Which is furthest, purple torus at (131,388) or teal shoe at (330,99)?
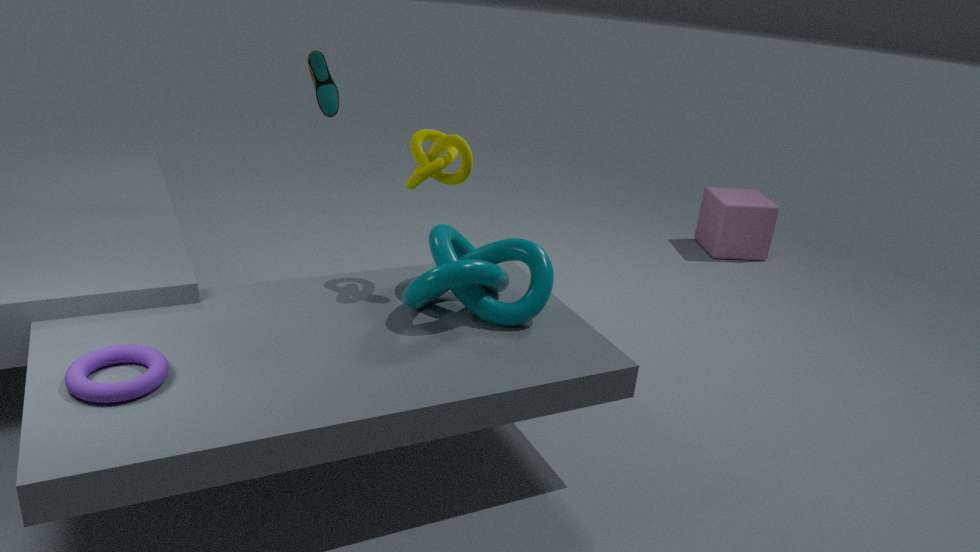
teal shoe at (330,99)
